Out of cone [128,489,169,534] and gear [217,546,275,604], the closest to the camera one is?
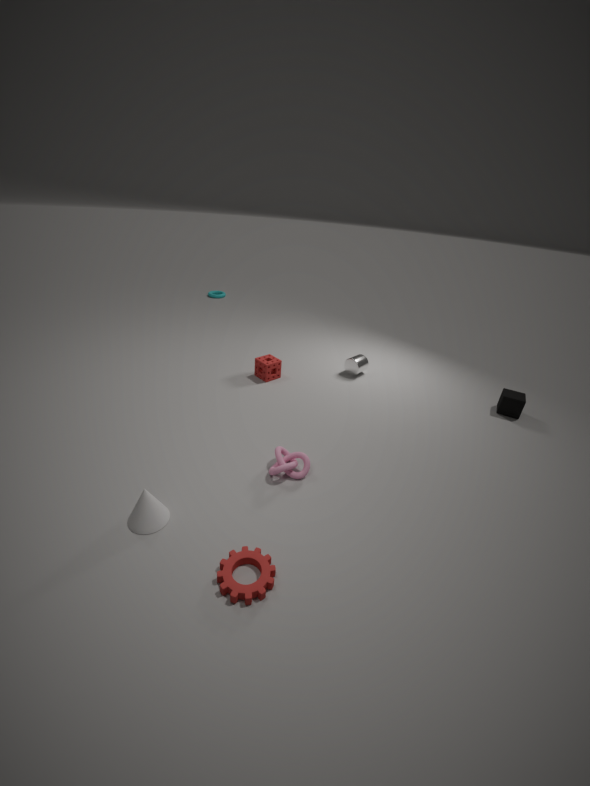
gear [217,546,275,604]
